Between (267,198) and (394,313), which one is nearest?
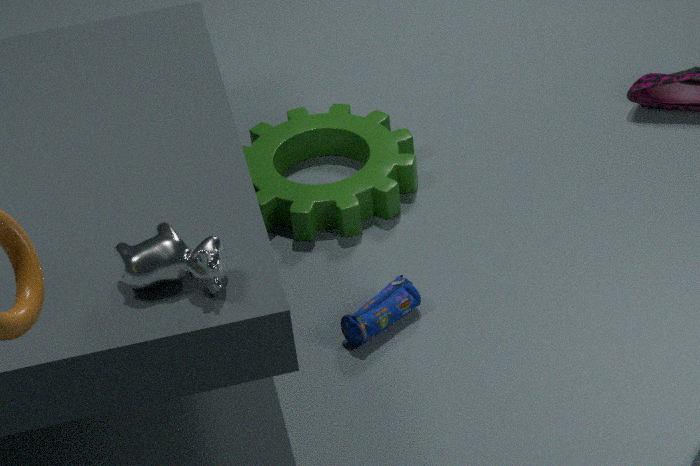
(394,313)
